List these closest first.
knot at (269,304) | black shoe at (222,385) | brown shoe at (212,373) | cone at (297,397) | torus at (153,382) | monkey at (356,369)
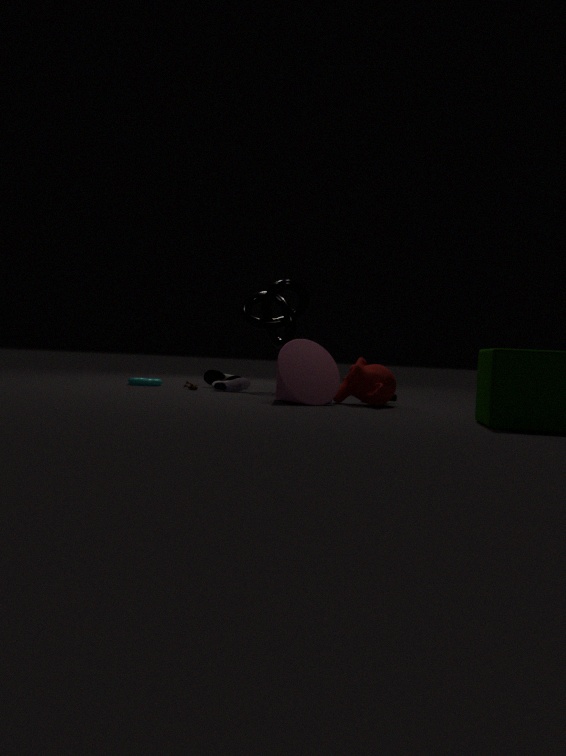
cone at (297,397)
monkey at (356,369)
black shoe at (222,385)
knot at (269,304)
torus at (153,382)
brown shoe at (212,373)
